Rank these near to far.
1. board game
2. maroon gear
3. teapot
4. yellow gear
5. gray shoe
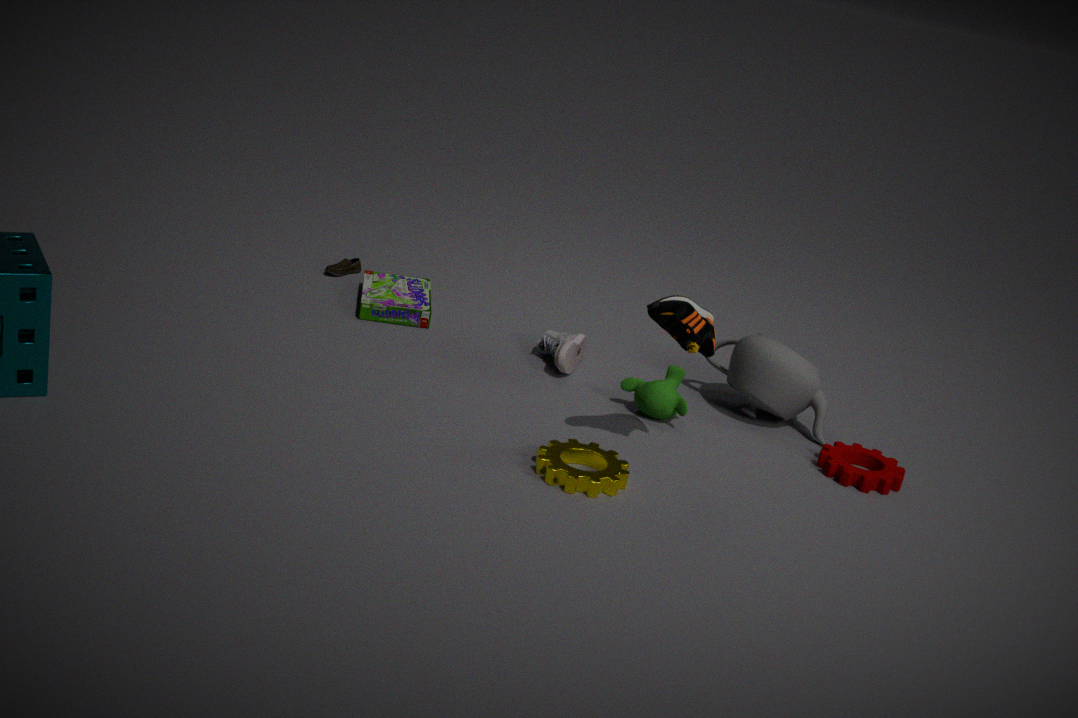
yellow gear < maroon gear < teapot < gray shoe < board game
